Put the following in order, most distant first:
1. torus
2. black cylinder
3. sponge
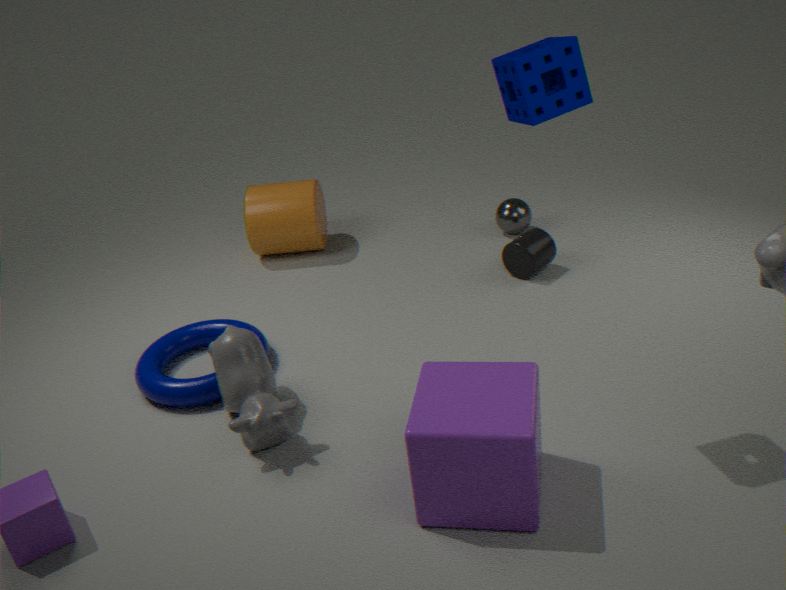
black cylinder, torus, sponge
